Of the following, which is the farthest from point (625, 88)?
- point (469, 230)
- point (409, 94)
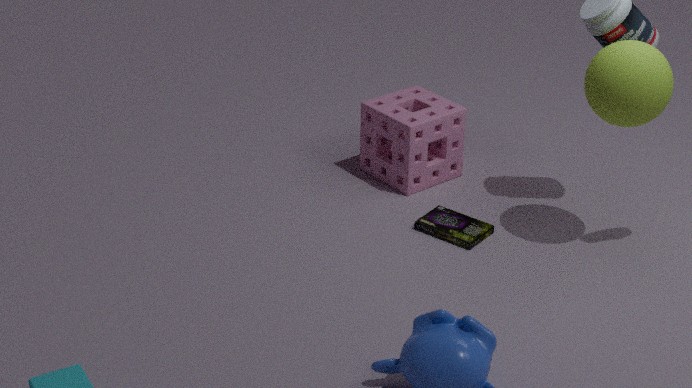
point (409, 94)
